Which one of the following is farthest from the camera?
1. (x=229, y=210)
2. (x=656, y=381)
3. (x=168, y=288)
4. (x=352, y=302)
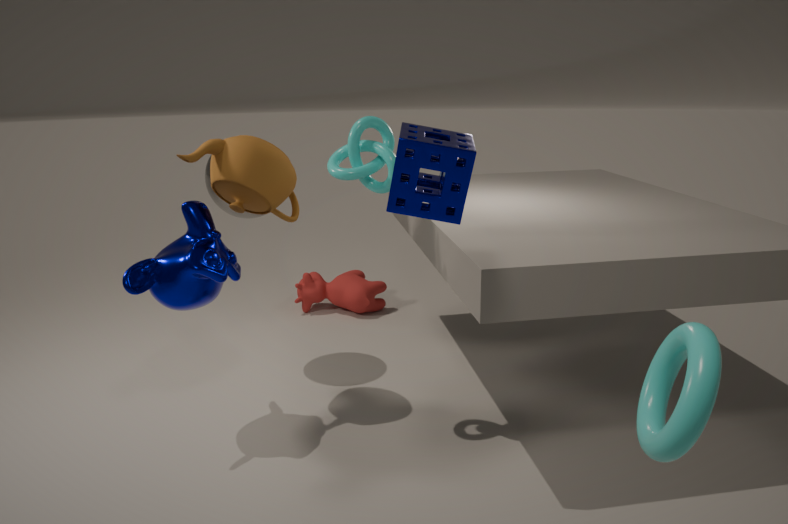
(x=352, y=302)
